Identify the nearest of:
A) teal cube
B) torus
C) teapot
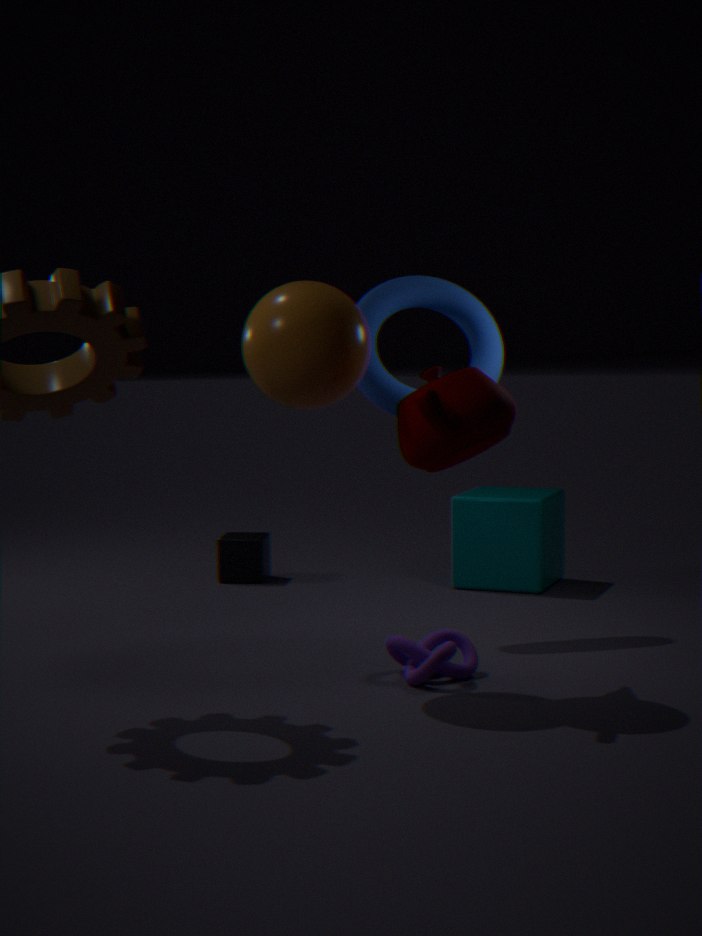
teapot
